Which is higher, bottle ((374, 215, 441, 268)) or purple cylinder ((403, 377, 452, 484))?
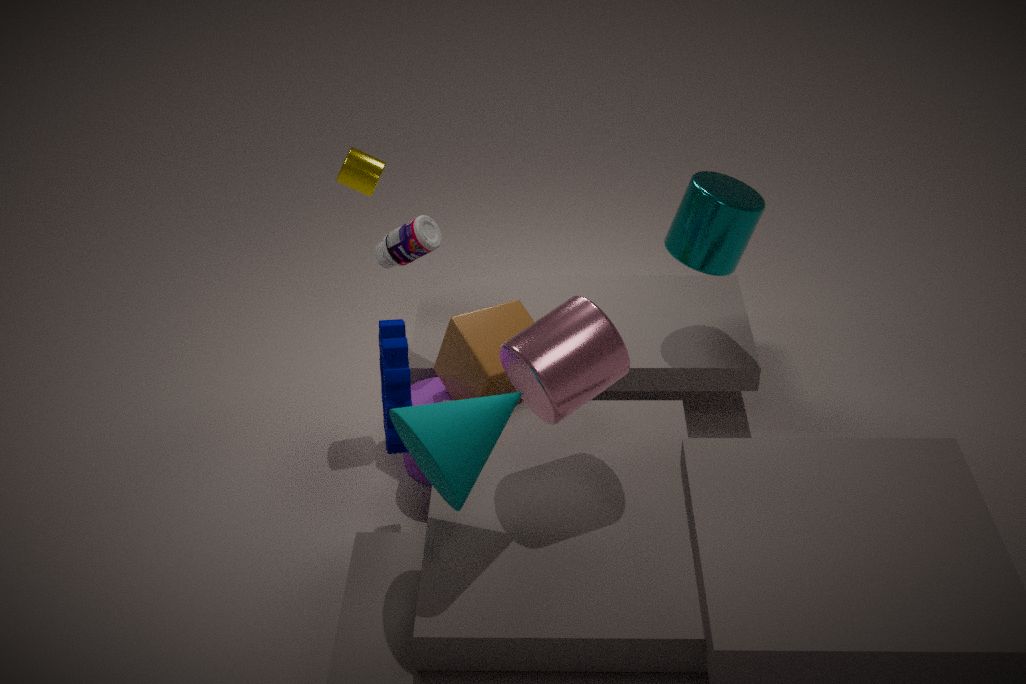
bottle ((374, 215, 441, 268))
